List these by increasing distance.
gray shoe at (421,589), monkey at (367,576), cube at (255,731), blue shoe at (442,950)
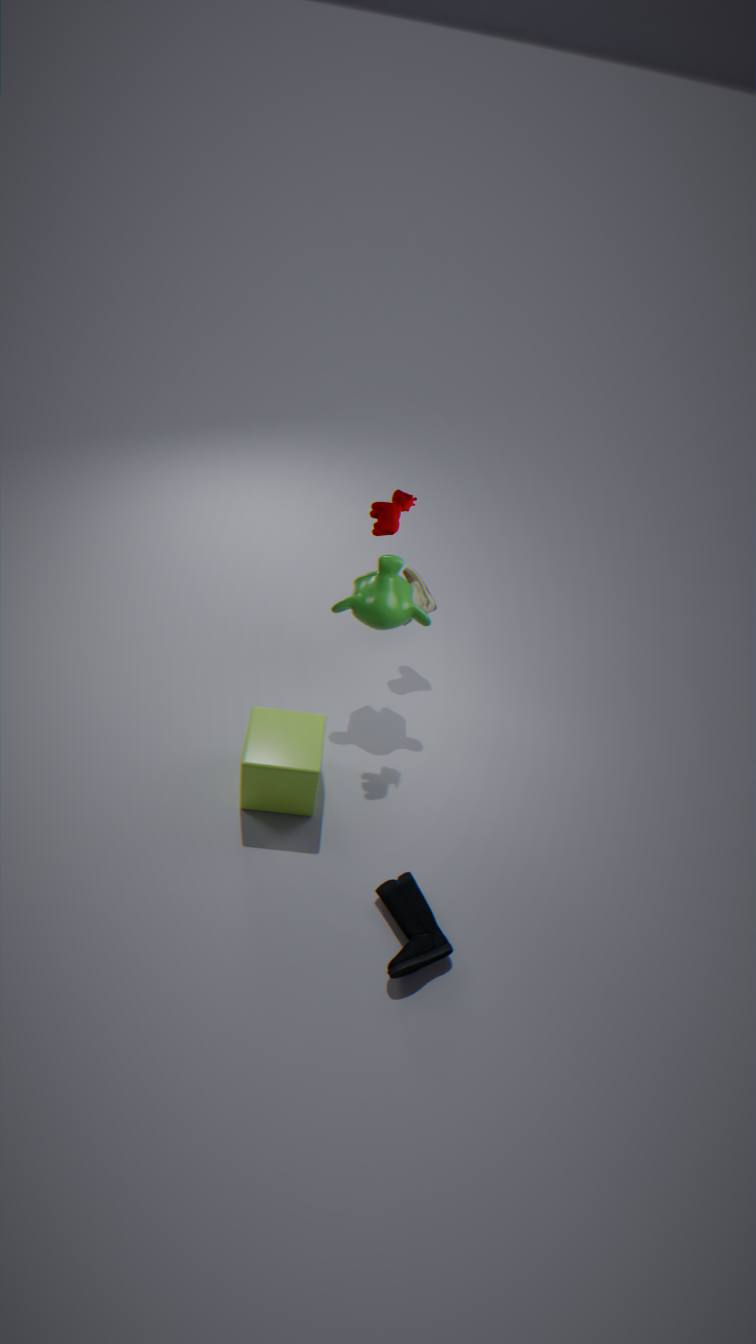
blue shoe at (442,950) → cube at (255,731) → monkey at (367,576) → gray shoe at (421,589)
